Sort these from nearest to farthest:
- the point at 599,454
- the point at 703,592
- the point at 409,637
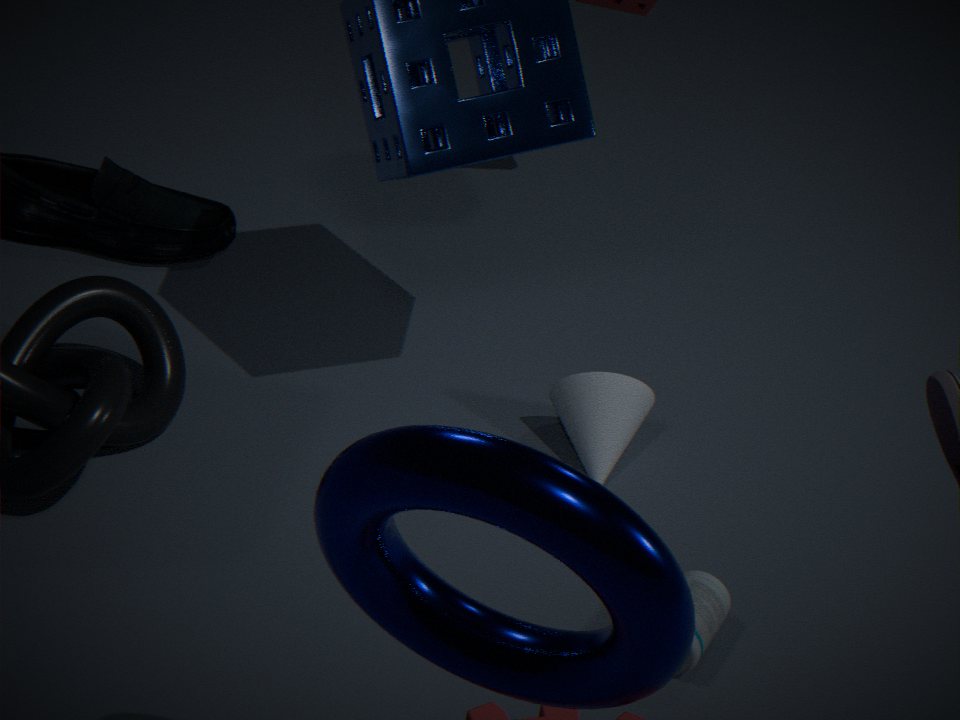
the point at 409,637 < the point at 703,592 < the point at 599,454
